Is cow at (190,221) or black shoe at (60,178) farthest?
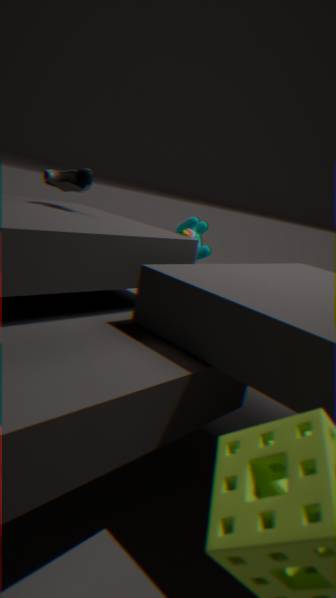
cow at (190,221)
